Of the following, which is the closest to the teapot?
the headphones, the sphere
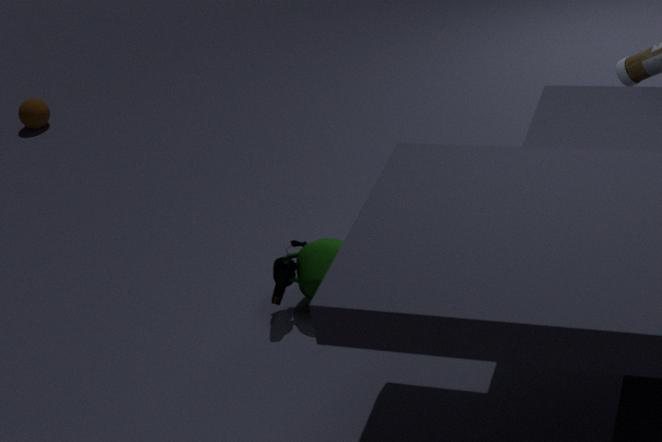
Answer: the headphones
